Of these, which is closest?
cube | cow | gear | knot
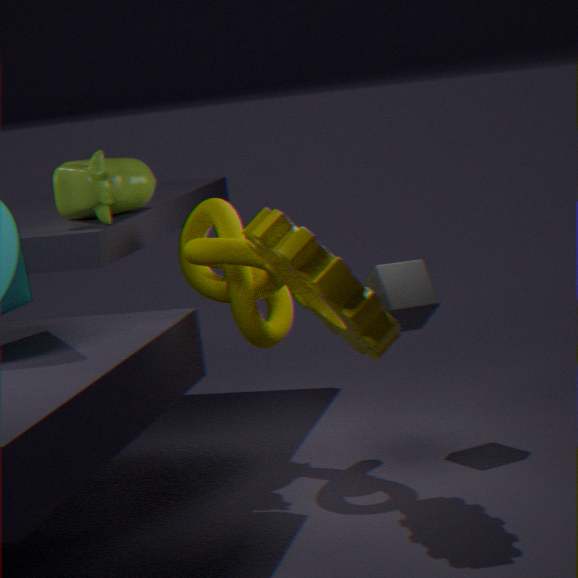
gear
